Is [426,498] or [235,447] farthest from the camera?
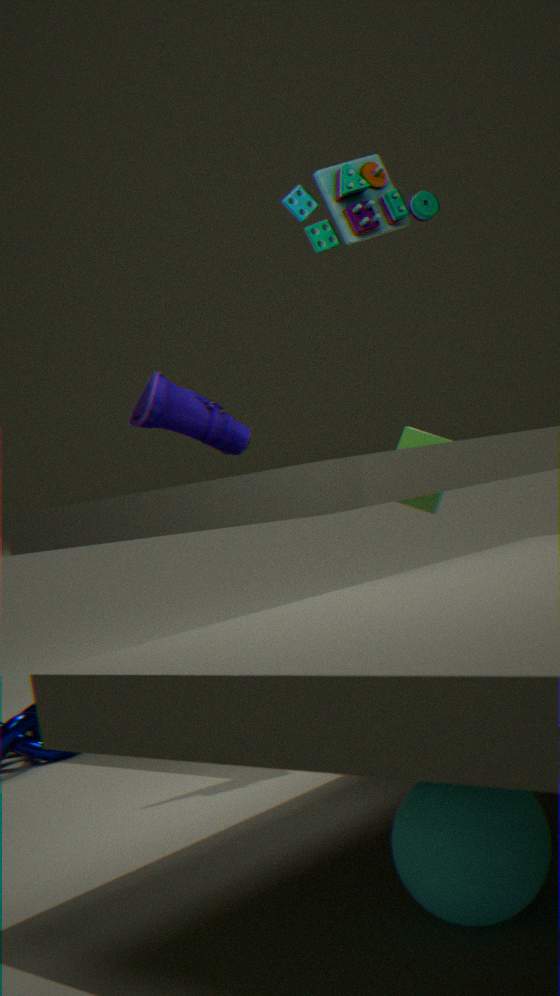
[426,498]
